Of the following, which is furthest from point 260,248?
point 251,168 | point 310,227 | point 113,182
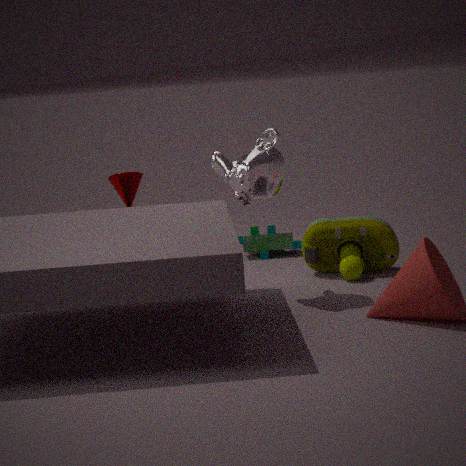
point 251,168
